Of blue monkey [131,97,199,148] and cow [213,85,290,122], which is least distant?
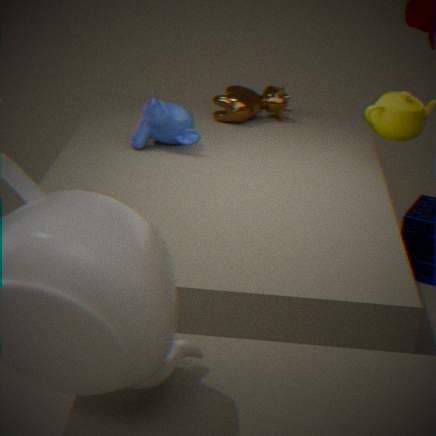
blue monkey [131,97,199,148]
